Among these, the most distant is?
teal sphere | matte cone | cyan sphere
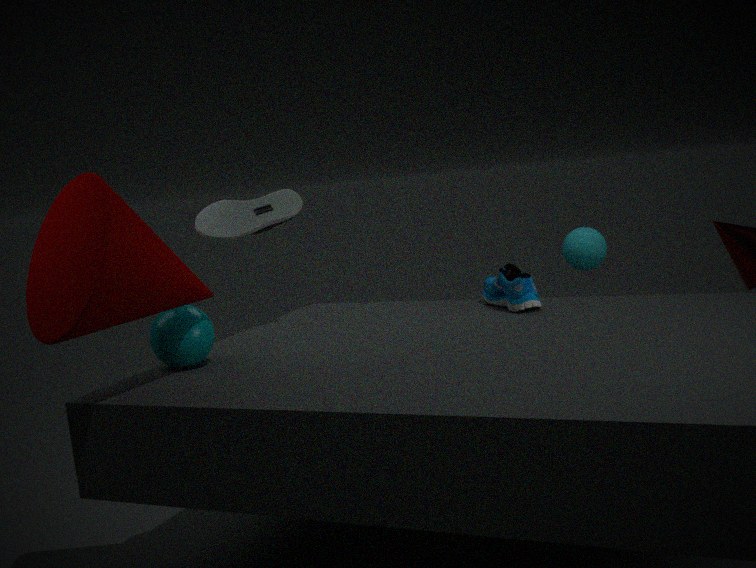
cyan sphere
